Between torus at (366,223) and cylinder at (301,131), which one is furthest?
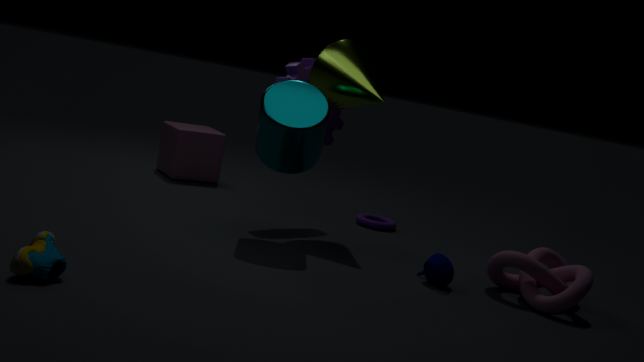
torus at (366,223)
